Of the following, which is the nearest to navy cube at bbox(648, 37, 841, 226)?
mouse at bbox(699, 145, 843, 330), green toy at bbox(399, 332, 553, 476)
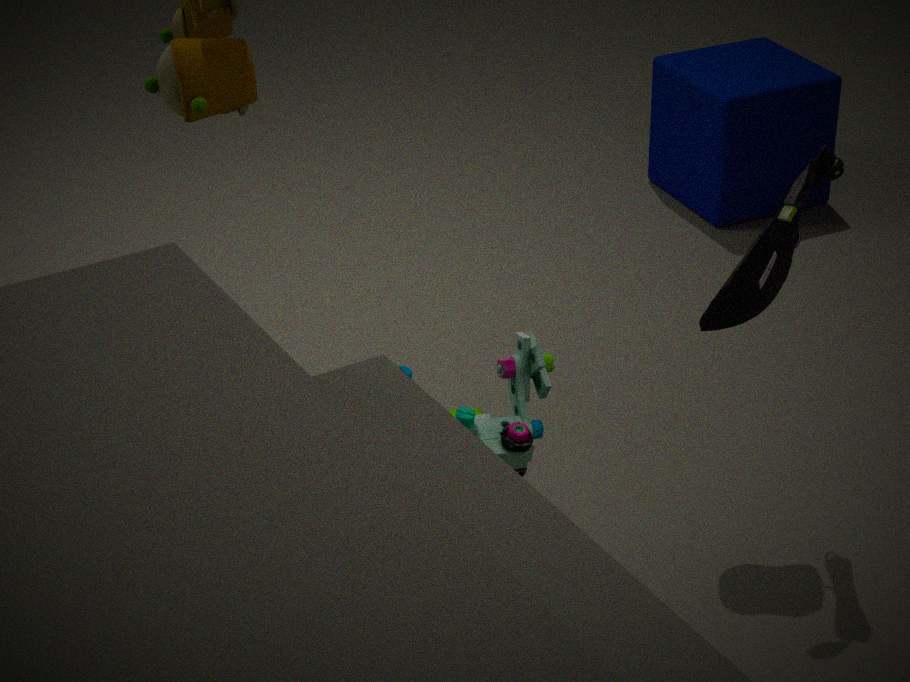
mouse at bbox(699, 145, 843, 330)
